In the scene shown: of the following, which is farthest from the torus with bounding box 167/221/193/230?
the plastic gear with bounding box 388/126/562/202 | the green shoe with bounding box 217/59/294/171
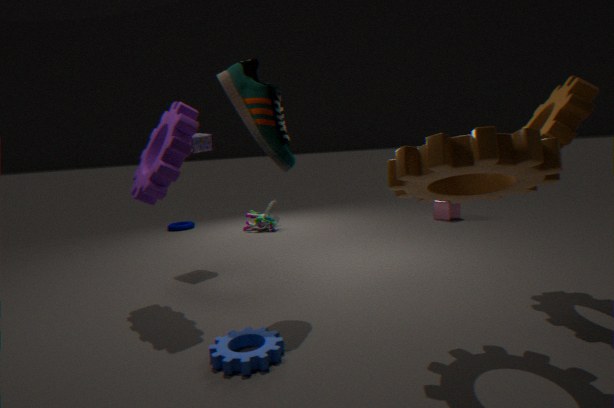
the plastic gear with bounding box 388/126/562/202
